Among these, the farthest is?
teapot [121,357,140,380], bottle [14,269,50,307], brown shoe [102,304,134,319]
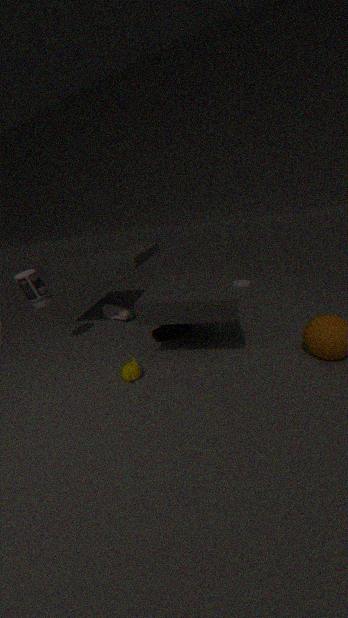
brown shoe [102,304,134,319]
